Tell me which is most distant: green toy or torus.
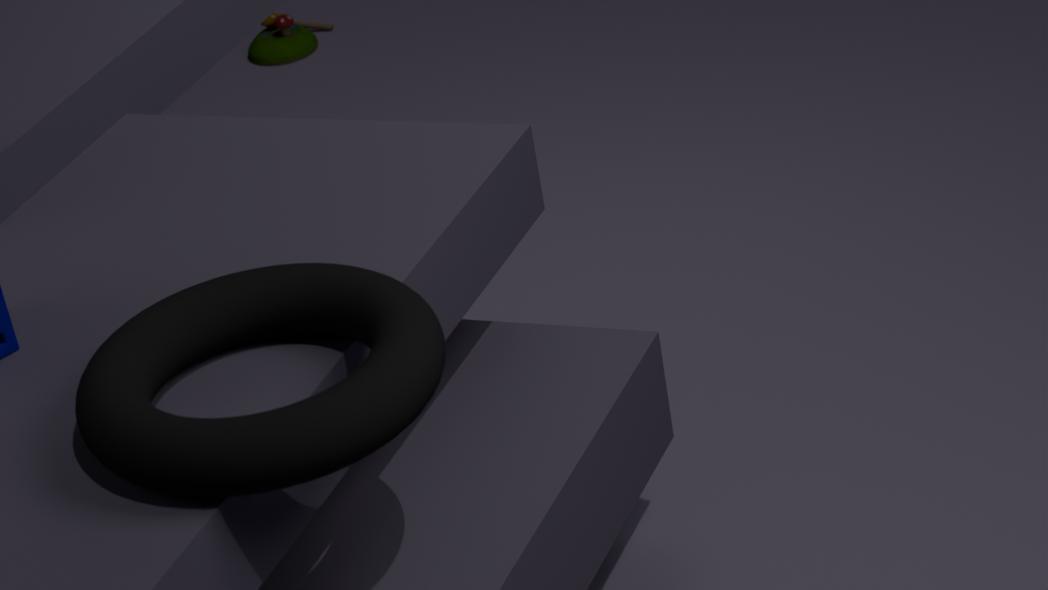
green toy
